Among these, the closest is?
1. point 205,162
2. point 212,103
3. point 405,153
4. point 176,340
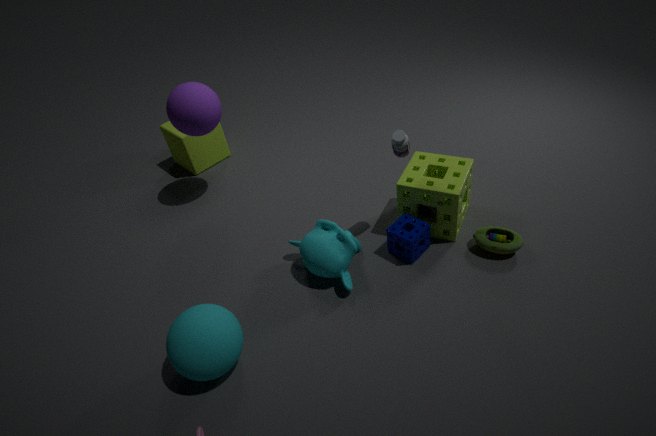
point 176,340
